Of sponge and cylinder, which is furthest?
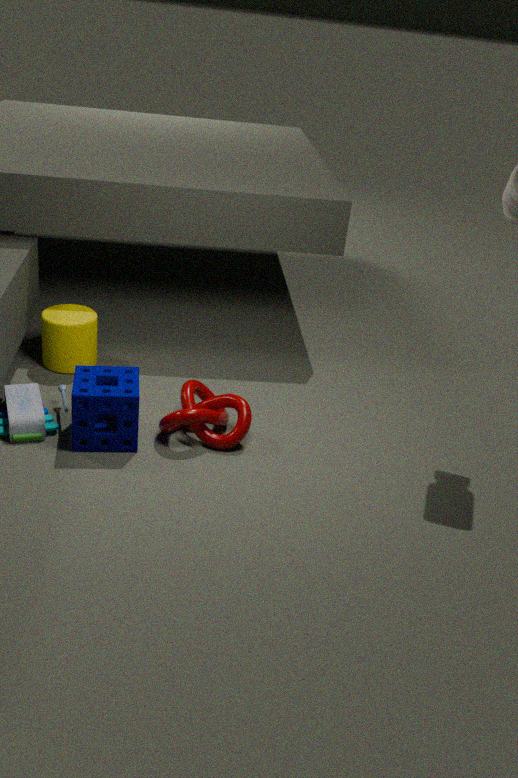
cylinder
